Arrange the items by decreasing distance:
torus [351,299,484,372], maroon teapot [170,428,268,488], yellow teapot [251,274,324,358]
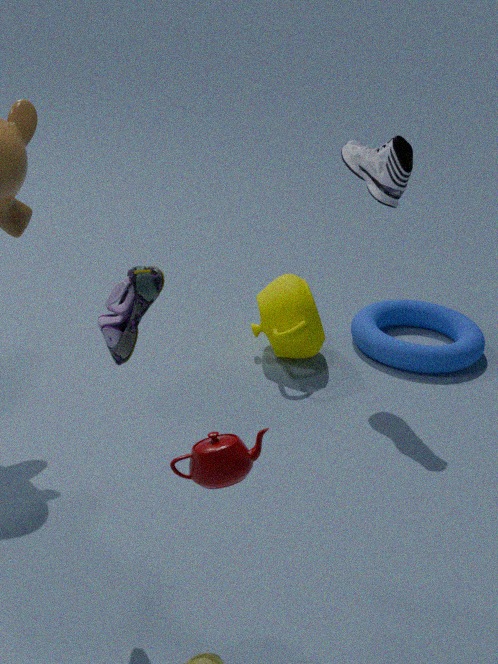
torus [351,299,484,372], yellow teapot [251,274,324,358], maroon teapot [170,428,268,488]
